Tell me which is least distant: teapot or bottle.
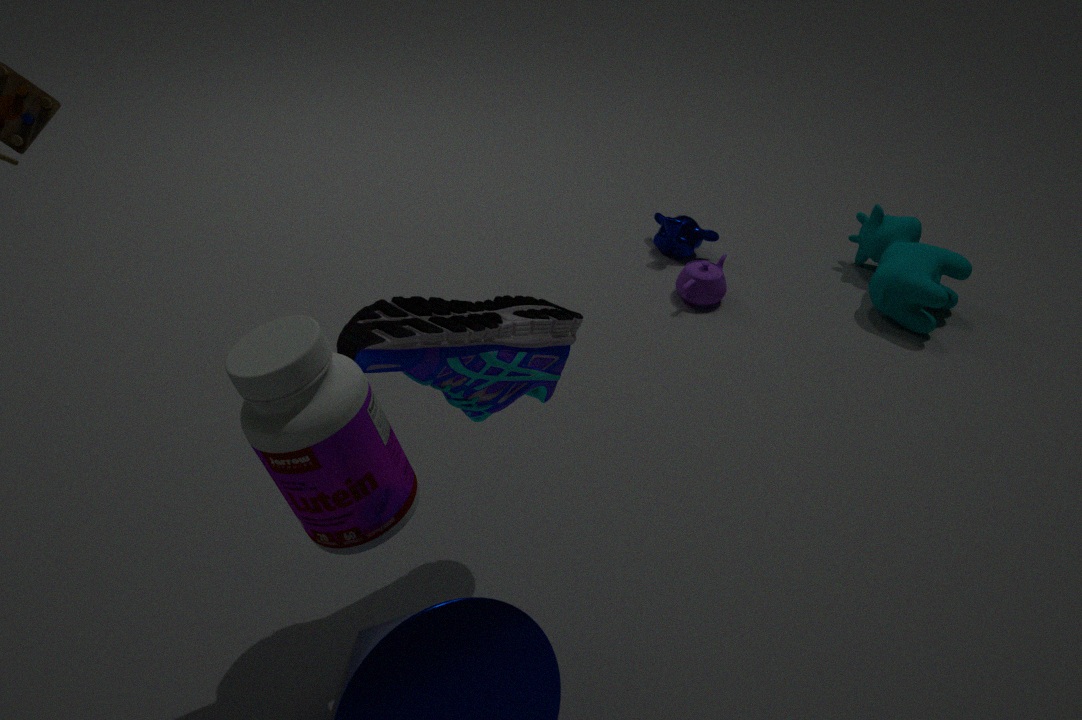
bottle
